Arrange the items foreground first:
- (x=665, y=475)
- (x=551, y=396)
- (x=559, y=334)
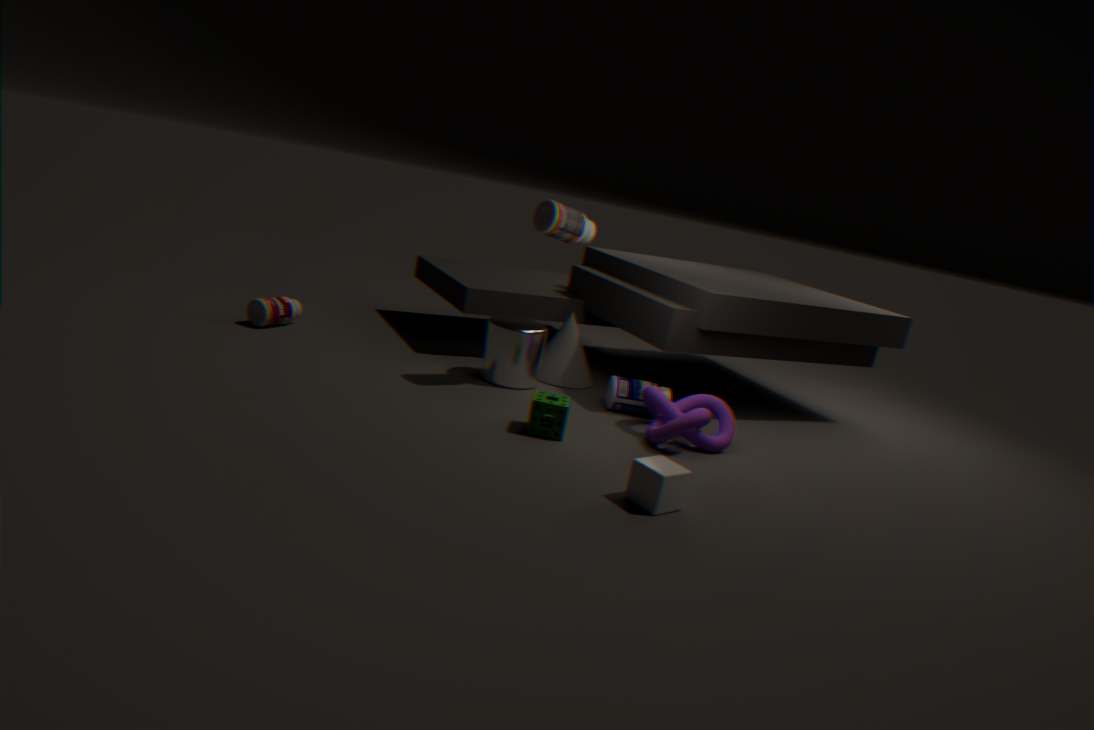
1. (x=665, y=475)
2. (x=551, y=396)
3. (x=559, y=334)
